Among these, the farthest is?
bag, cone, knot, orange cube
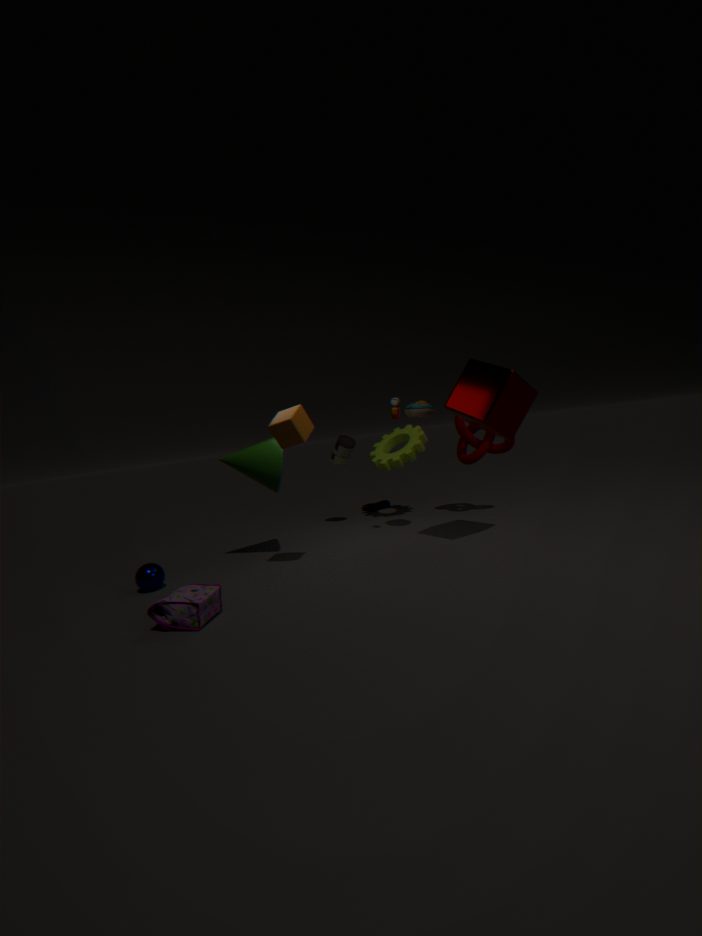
knot
